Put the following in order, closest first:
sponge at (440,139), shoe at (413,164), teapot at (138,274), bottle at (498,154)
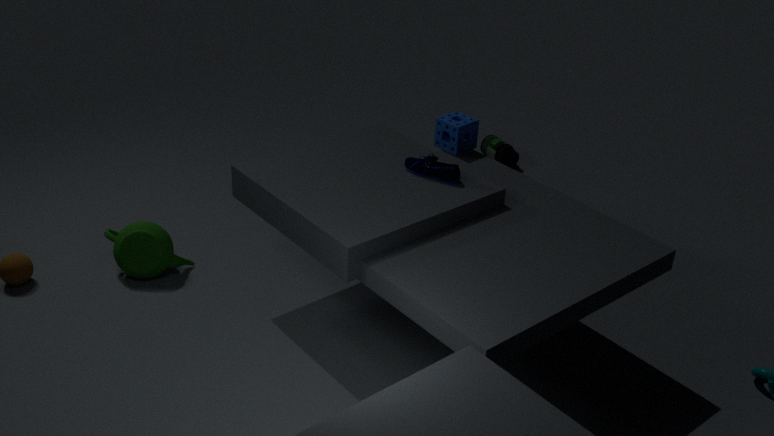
shoe at (413,164) → teapot at (138,274) → sponge at (440,139) → bottle at (498,154)
